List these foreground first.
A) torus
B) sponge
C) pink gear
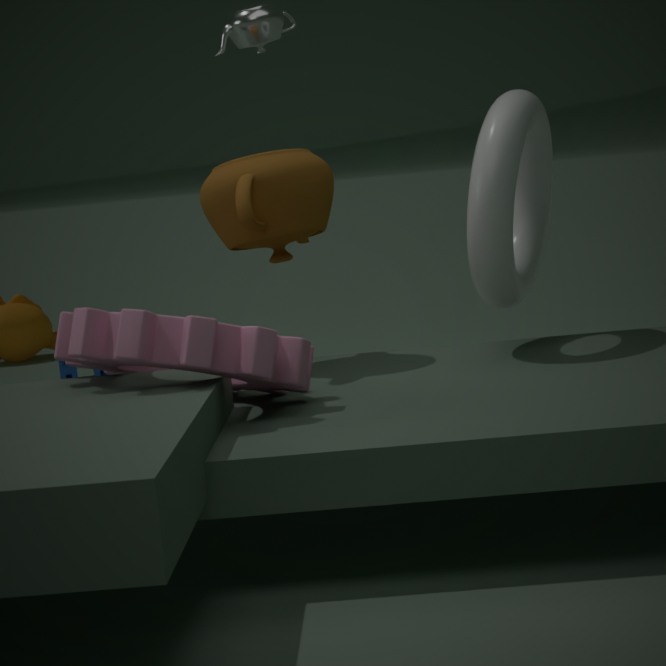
pink gear < torus < sponge
